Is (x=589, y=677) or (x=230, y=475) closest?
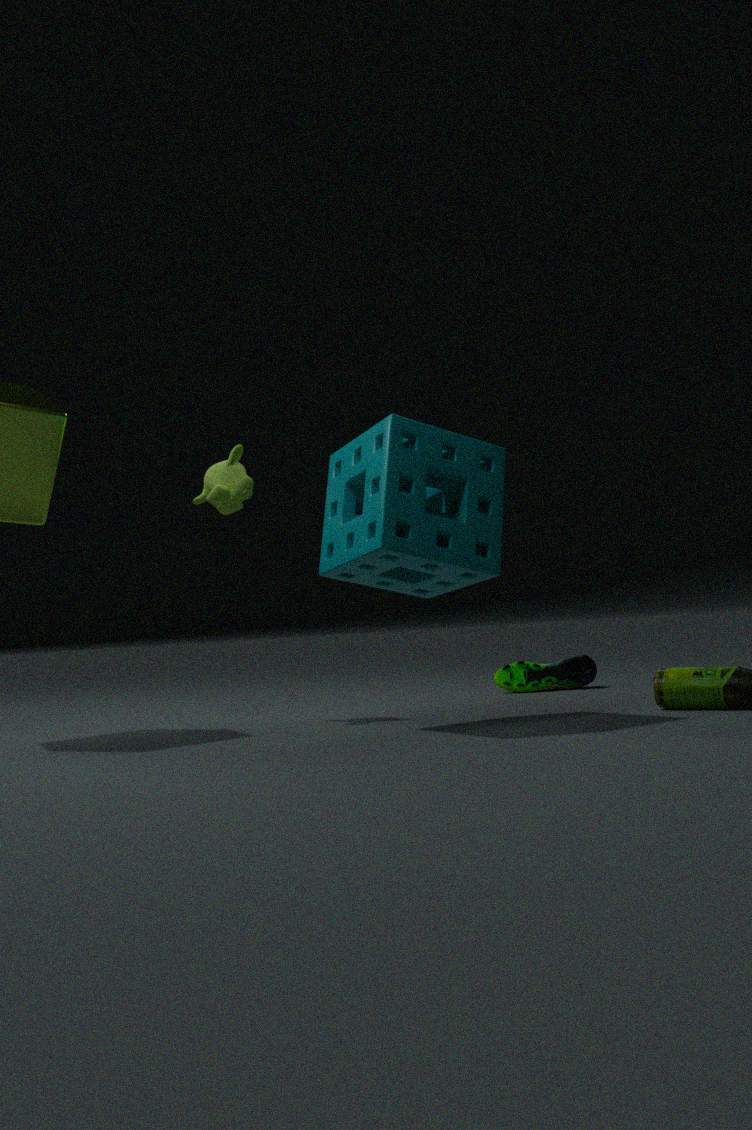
(x=230, y=475)
